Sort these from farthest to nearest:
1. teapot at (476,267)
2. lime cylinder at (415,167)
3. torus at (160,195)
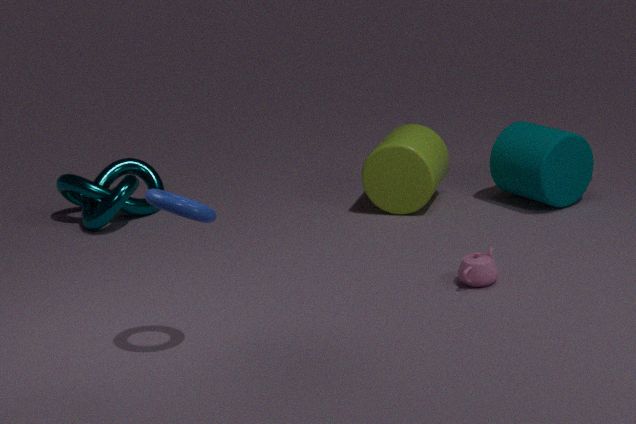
lime cylinder at (415,167) → teapot at (476,267) → torus at (160,195)
